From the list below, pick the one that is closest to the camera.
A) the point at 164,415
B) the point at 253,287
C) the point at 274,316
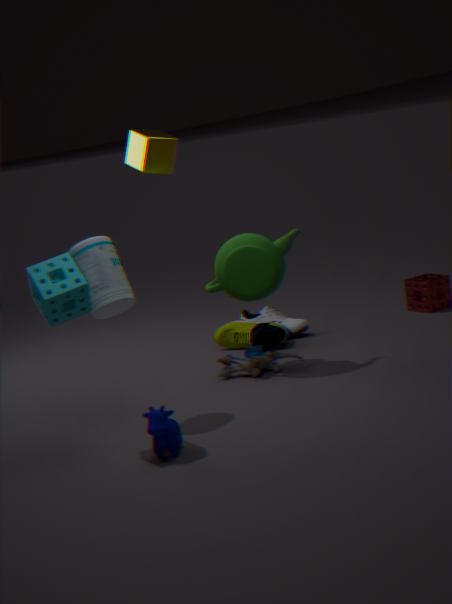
the point at 164,415
